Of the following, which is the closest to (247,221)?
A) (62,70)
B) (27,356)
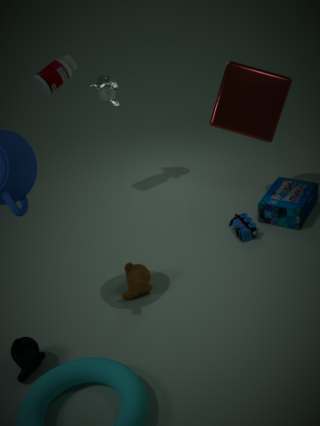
(27,356)
